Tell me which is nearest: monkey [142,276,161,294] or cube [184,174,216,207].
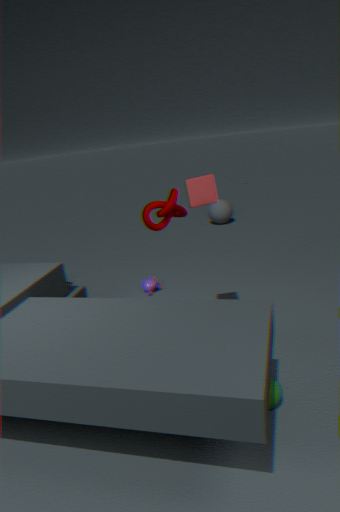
cube [184,174,216,207]
